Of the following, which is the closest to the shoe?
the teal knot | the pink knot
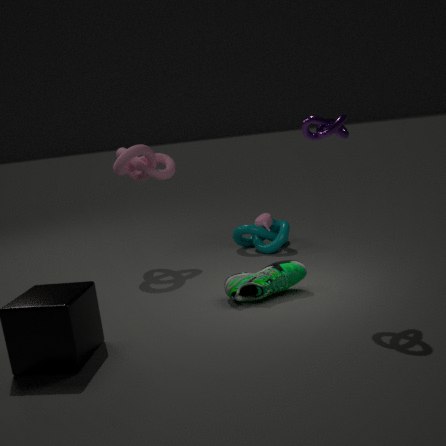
the teal knot
